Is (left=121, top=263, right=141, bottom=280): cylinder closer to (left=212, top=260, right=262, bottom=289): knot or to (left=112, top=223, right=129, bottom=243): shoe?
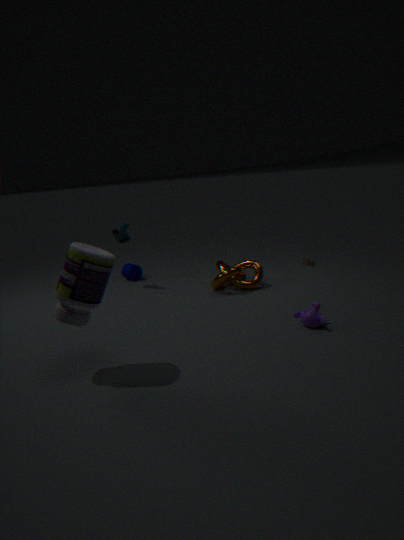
(left=112, top=223, right=129, bottom=243): shoe
